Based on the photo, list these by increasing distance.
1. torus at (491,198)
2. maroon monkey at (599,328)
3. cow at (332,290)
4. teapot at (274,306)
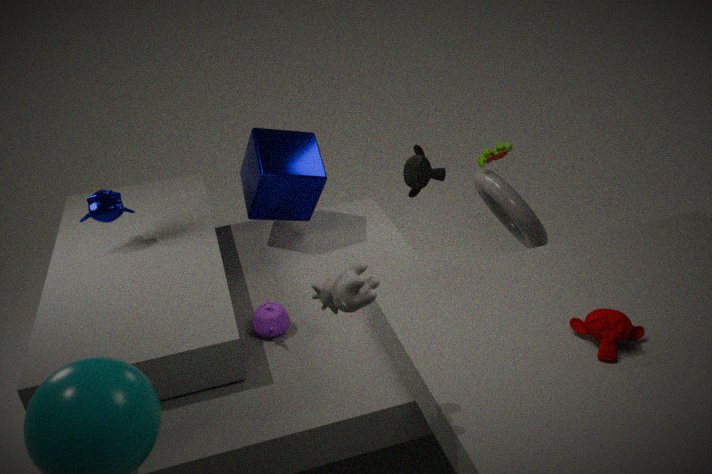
cow at (332,290) → maroon monkey at (599,328) → teapot at (274,306) → torus at (491,198)
